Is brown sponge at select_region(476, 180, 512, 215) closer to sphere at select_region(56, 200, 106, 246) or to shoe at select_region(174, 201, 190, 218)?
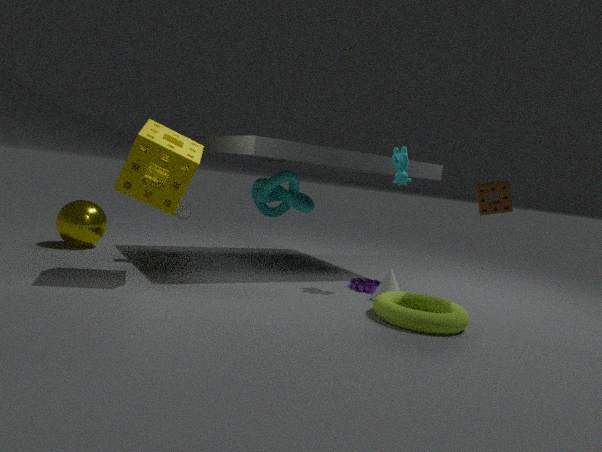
shoe at select_region(174, 201, 190, 218)
